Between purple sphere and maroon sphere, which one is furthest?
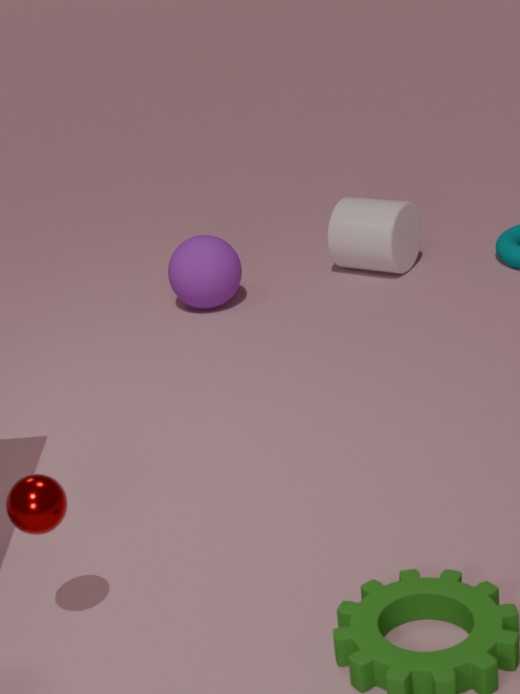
purple sphere
